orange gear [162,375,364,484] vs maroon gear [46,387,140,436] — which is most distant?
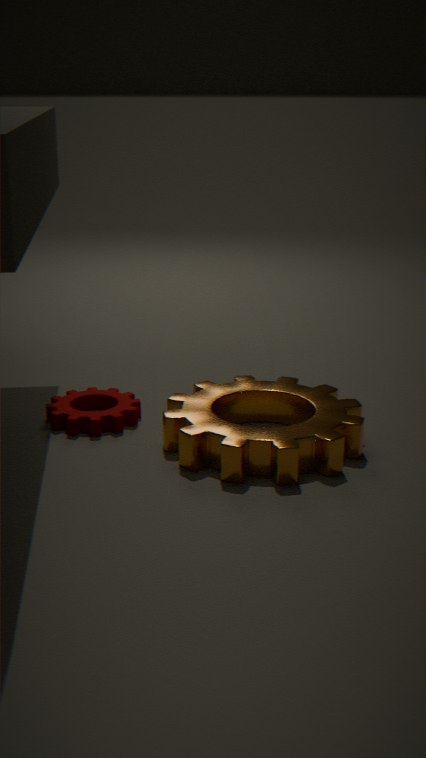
maroon gear [46,387,140,436]
